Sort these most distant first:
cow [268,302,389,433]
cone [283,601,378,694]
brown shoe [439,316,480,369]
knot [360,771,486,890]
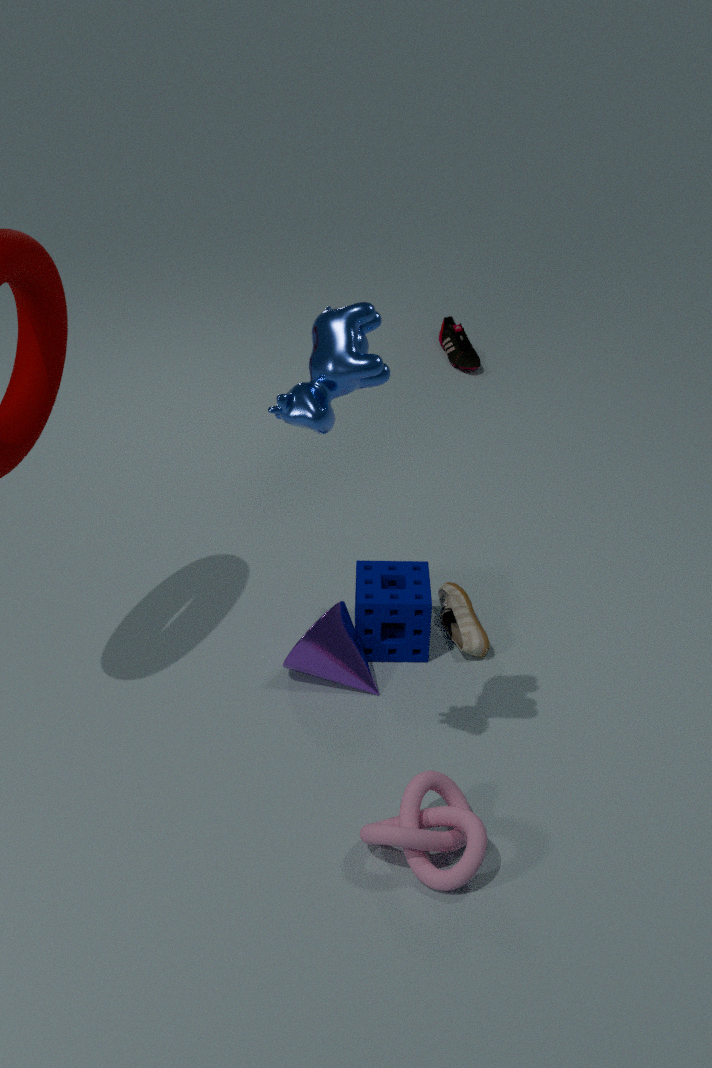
brown shoe [439,316,480,369] < cone [283,601,378,694] < knot [360,771,486,890] < cow [268,302,389,433]
